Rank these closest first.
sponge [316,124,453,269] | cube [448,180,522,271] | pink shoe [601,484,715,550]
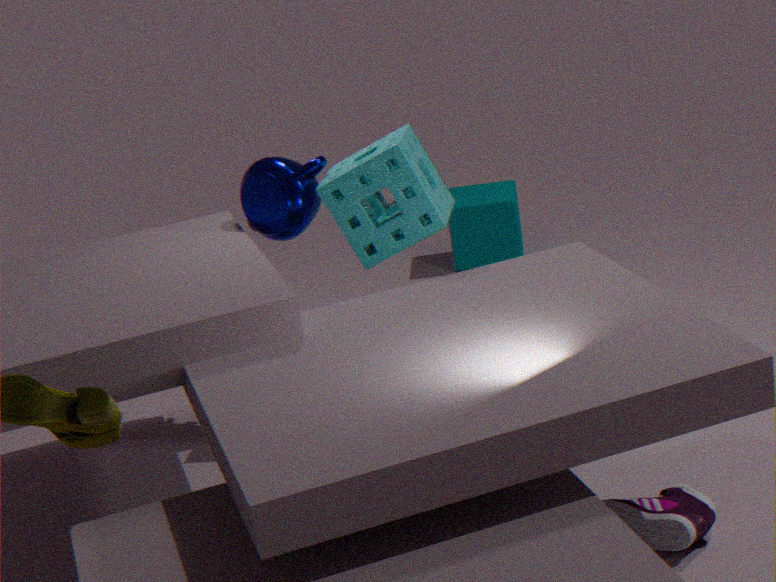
pink shoe [601,484,715,550] → sponge [316,124,453,269] → cube [448,180,522,271]
